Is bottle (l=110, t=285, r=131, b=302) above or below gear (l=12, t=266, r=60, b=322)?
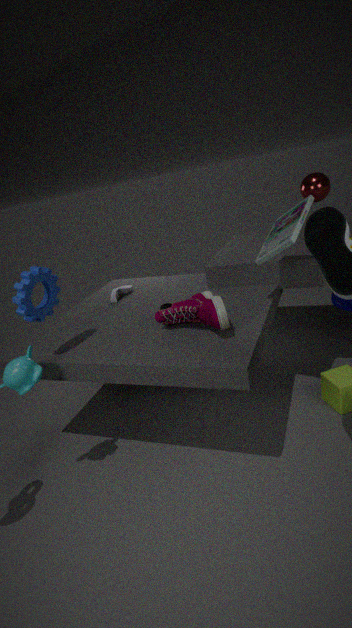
below
